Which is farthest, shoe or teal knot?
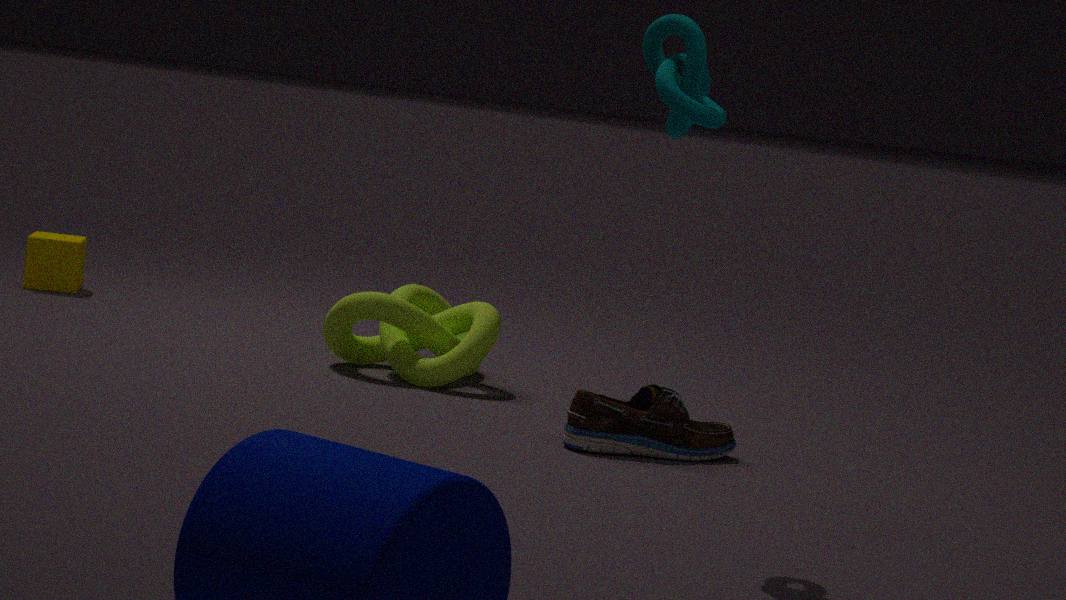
shoe
